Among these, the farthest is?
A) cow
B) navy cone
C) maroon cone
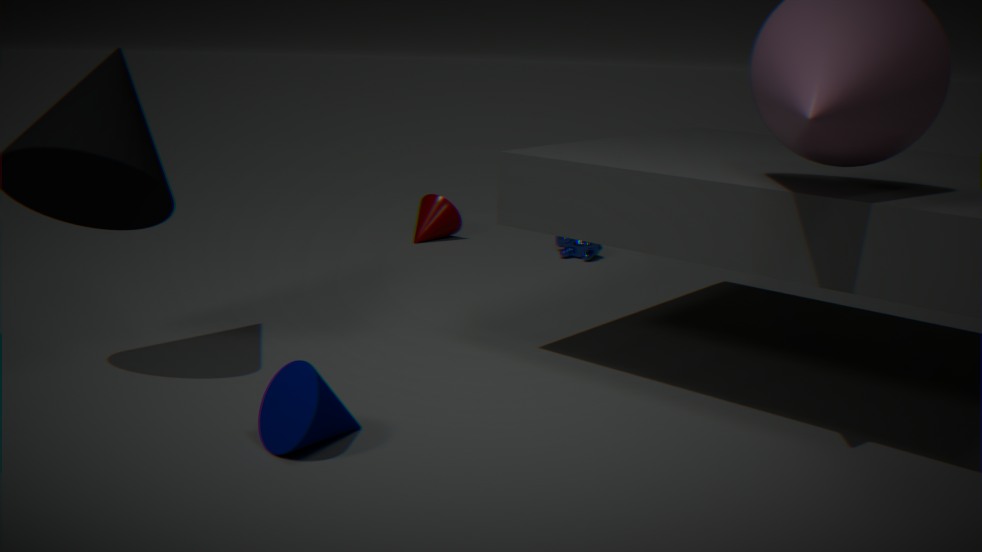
C. maroon cone
